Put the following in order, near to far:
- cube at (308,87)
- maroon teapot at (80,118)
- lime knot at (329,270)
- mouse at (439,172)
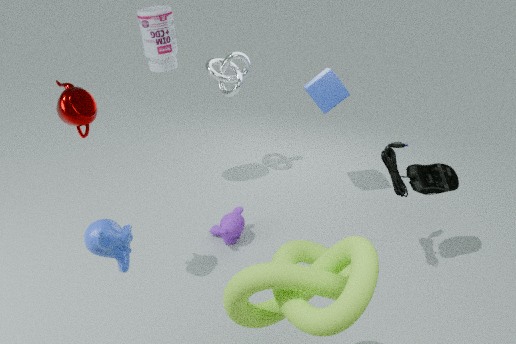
lime knot at (329,270) → maroon teapot at (80,118) → mouse at (439,172) → cube at (308,87)
